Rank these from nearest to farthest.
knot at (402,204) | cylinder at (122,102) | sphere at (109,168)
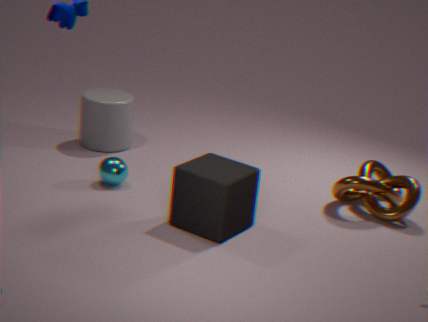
1. knot at (402,204)
2. sphere at (109,168)
3. cylinder at (122,102)
